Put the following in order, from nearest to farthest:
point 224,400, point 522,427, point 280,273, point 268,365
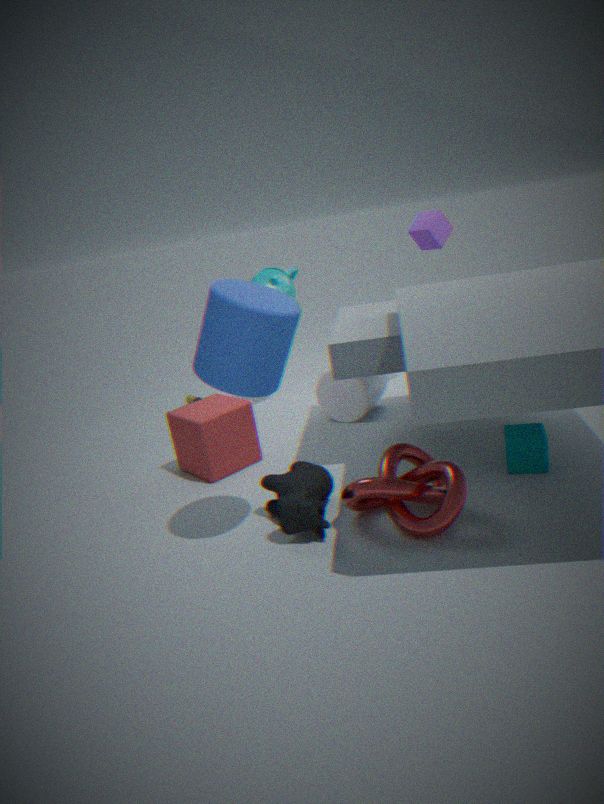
point 268,365
point 522,427
point 224,400
point 280,273
